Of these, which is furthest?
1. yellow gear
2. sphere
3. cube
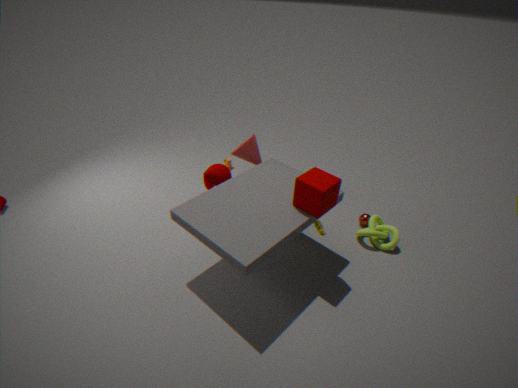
sphere
